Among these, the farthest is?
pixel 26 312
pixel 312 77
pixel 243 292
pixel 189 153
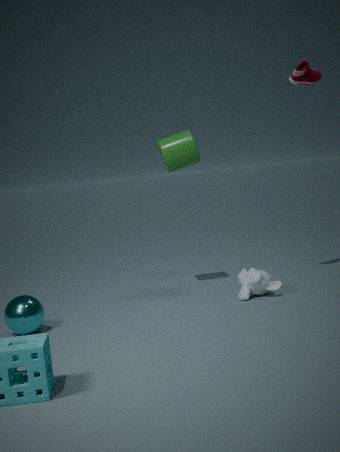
pixel 189 153
